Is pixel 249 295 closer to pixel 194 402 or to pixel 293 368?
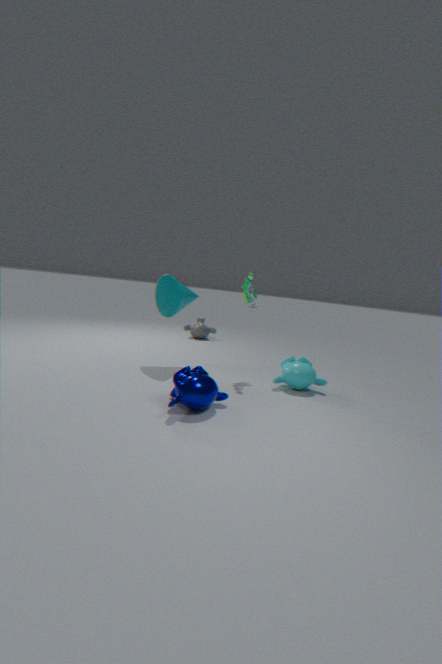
pixel 293 368
